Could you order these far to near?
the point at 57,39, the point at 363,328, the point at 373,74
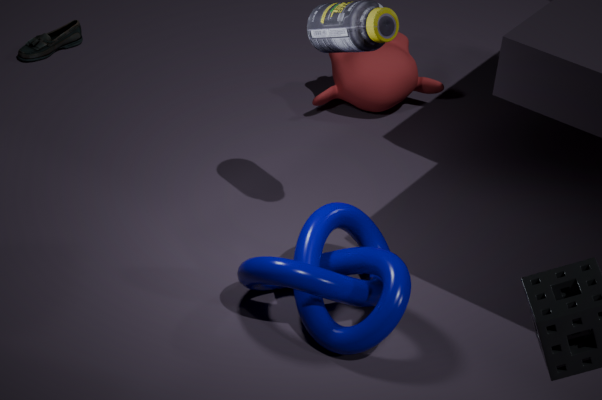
1. the point at 57,39
2. the point at 373,74
3. the point at 363,328
